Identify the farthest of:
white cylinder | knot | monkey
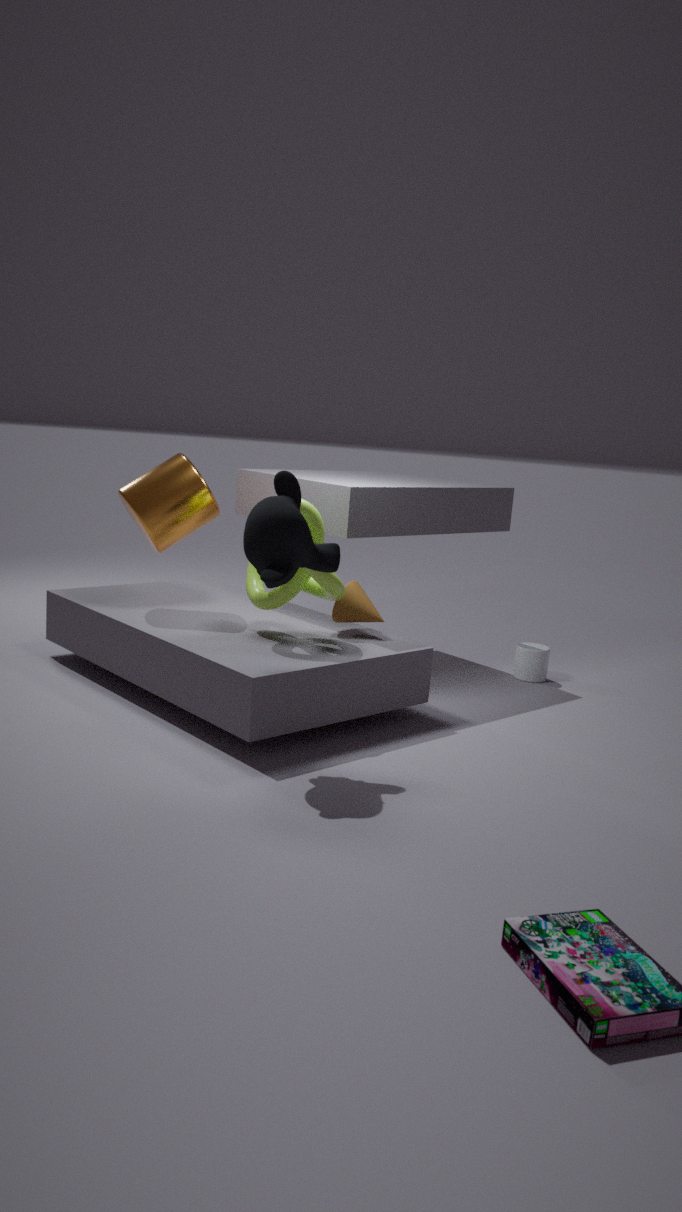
white cylinder
